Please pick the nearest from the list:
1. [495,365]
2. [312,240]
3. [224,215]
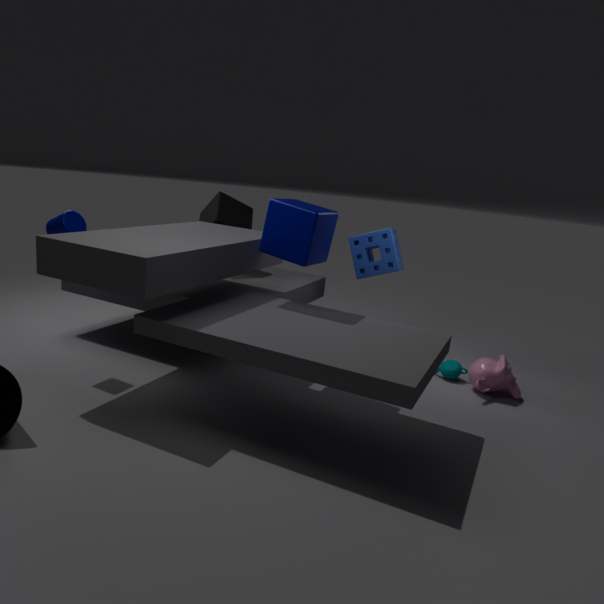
[312,240]
